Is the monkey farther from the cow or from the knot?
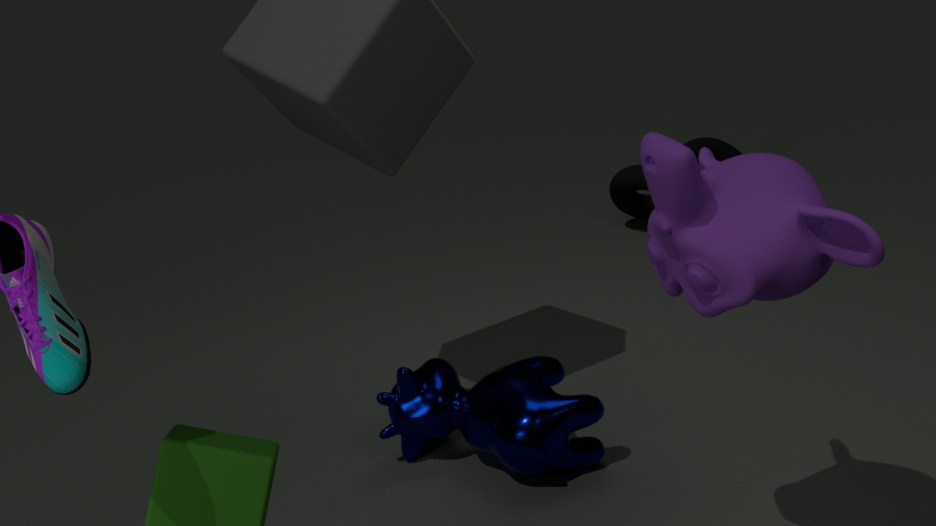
the knot
